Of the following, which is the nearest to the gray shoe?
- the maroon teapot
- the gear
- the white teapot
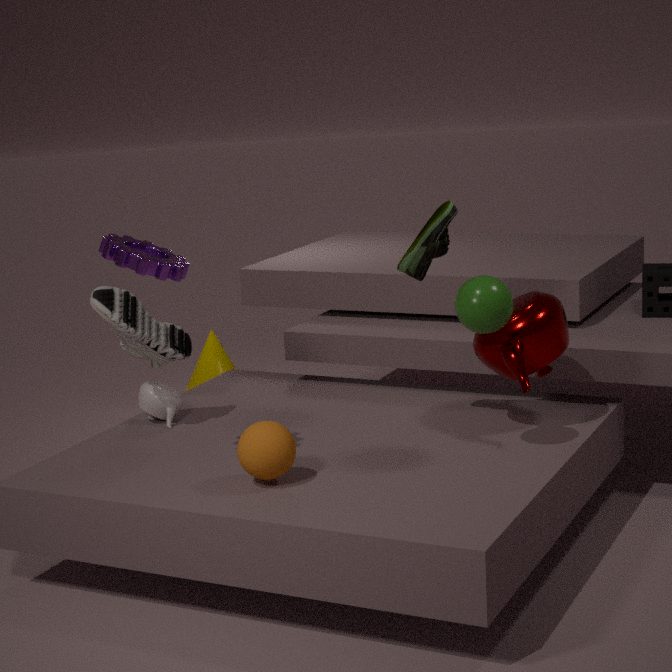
the white teapot
